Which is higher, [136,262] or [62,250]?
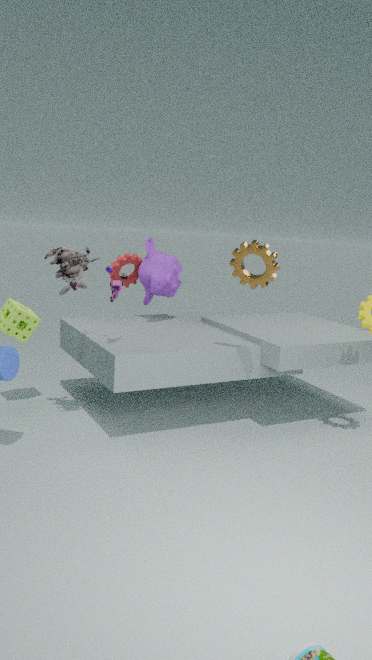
[62,250]
